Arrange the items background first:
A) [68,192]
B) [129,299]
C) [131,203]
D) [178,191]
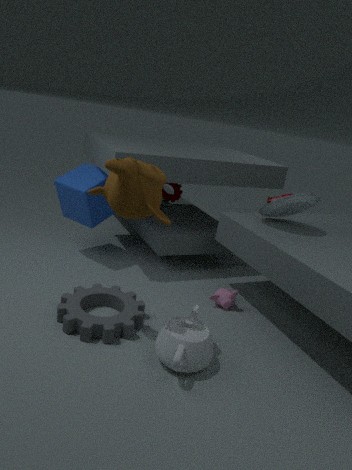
[178,191]
[68,192]
[129,299]
[131,203]
